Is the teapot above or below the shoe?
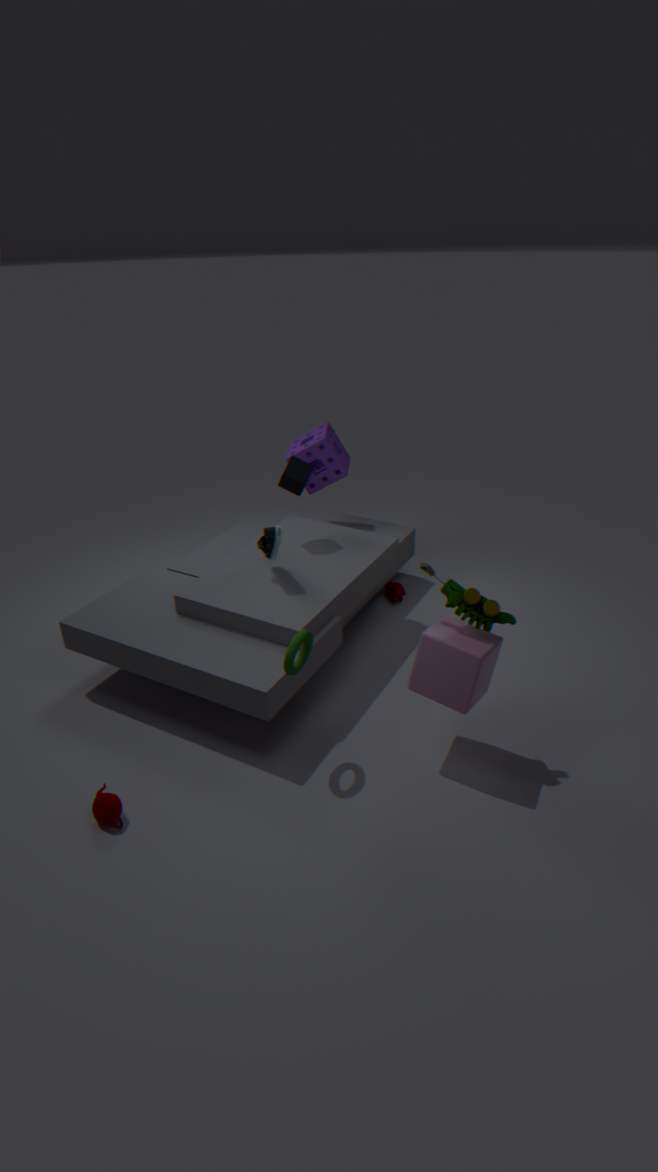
below
